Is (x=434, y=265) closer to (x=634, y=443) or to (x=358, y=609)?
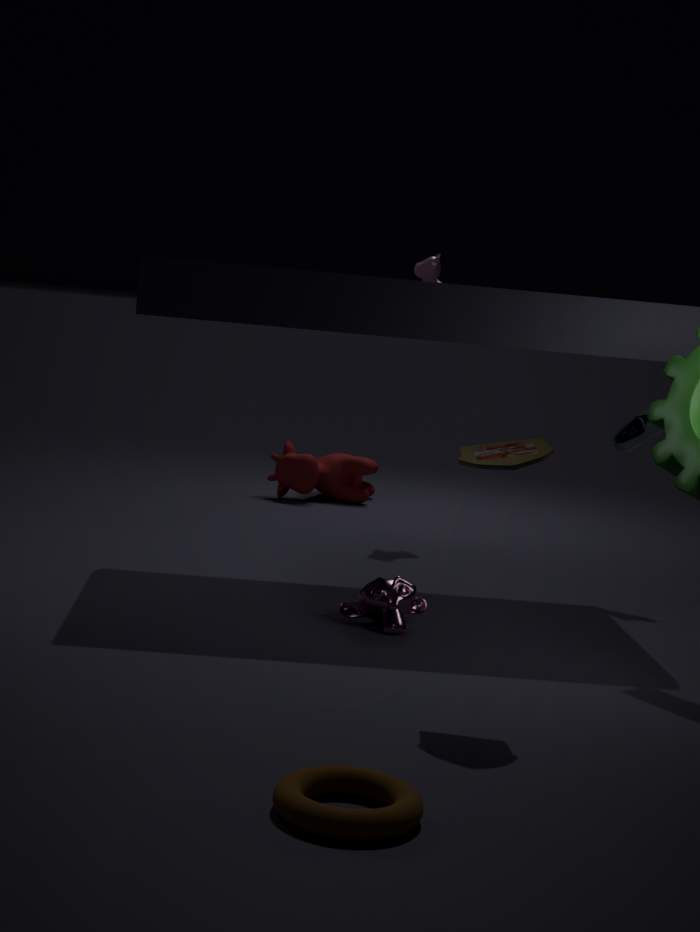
(x=634, y=443)
